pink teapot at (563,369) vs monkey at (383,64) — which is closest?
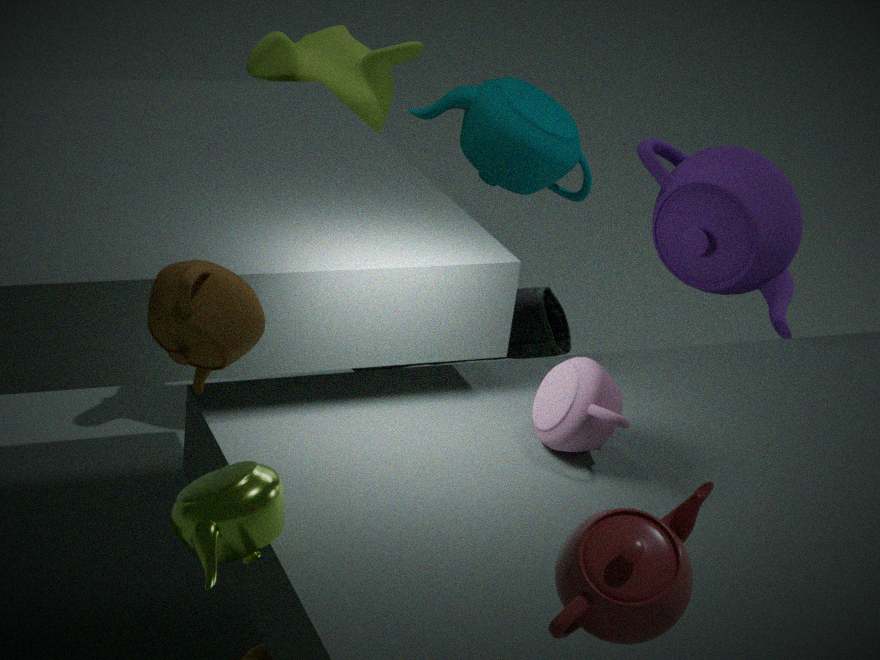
pink teapot at (563,369)
